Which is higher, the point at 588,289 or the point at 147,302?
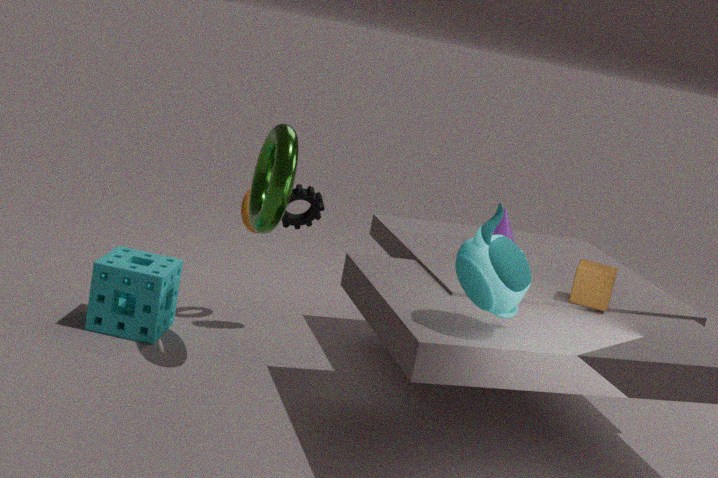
the point at 588,289
